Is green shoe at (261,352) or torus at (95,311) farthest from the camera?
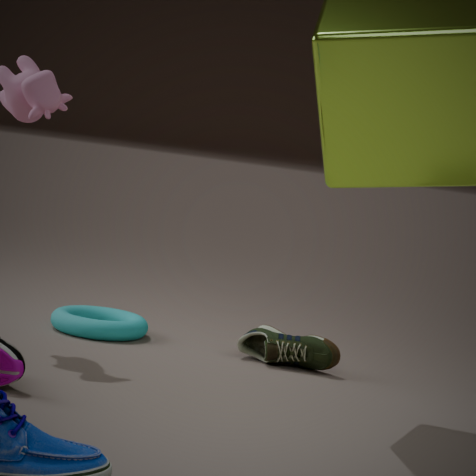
torus at (95,311)
